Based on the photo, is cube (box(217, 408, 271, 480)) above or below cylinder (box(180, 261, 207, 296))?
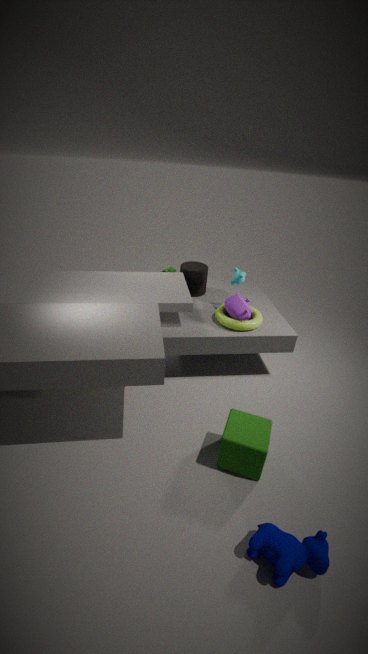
below
